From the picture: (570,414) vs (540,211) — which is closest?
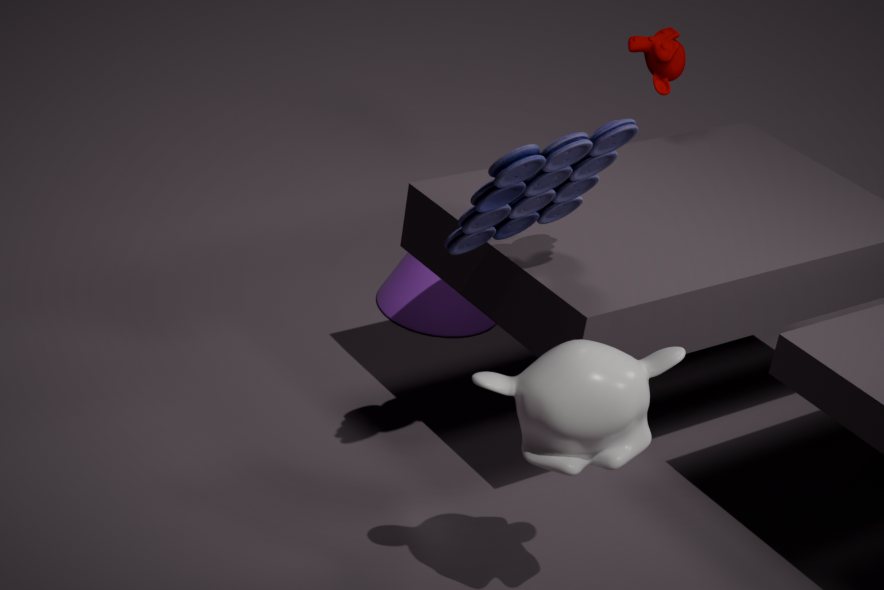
(570,414)
